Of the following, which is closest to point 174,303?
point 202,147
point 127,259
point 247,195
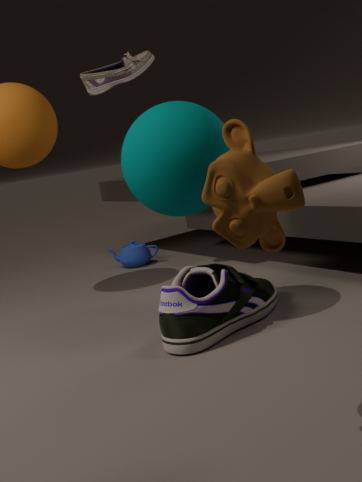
point 202,147
